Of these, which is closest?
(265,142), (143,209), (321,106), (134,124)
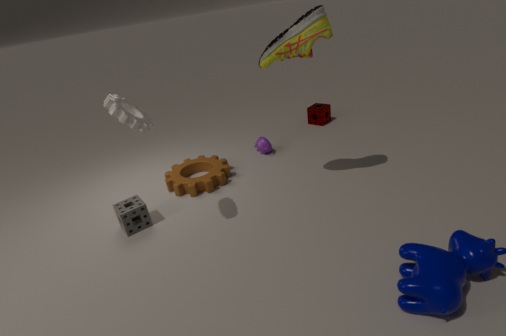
(134,124)
